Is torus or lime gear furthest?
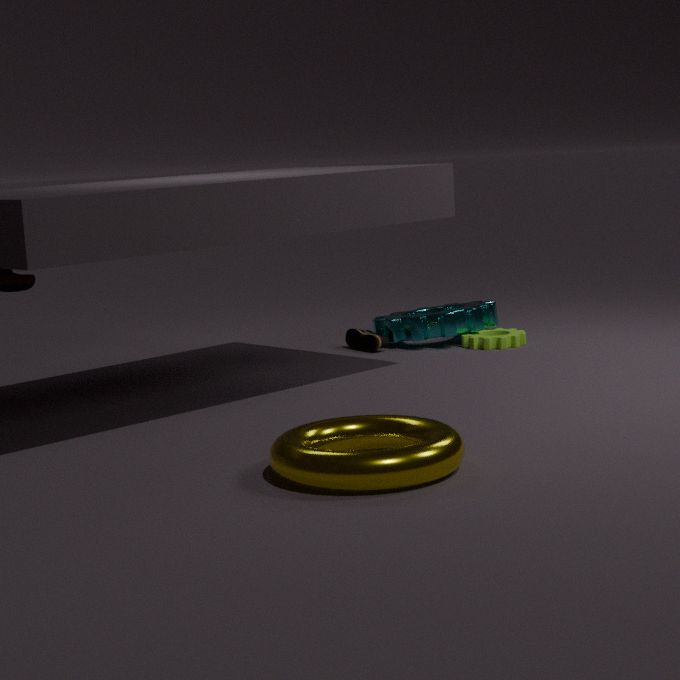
lime gear
